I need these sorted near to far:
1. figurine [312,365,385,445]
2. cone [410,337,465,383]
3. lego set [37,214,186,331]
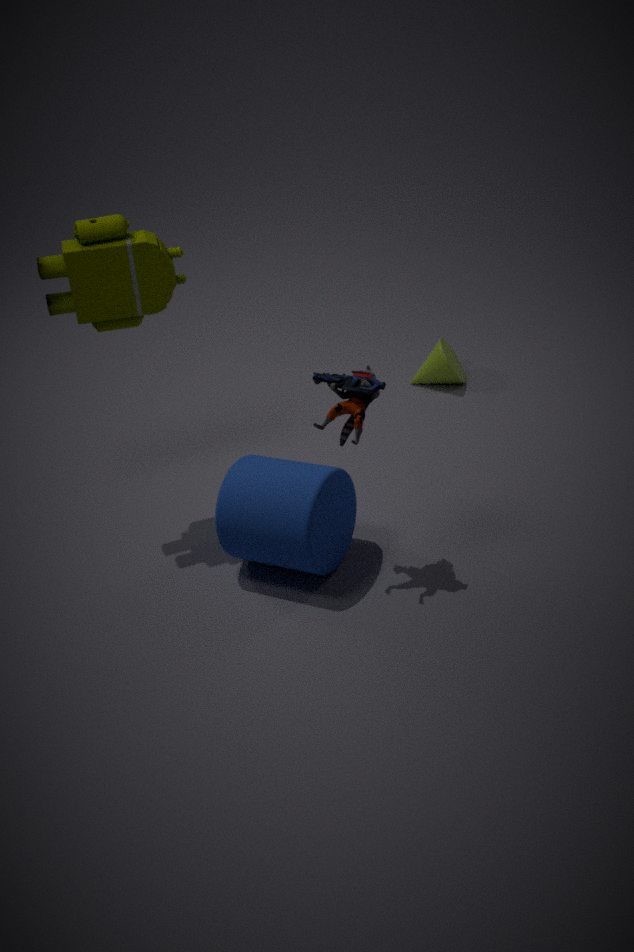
figurine [312,365,385,445] < lego set [37,214,186,331] < cone [410,337,465,383]
